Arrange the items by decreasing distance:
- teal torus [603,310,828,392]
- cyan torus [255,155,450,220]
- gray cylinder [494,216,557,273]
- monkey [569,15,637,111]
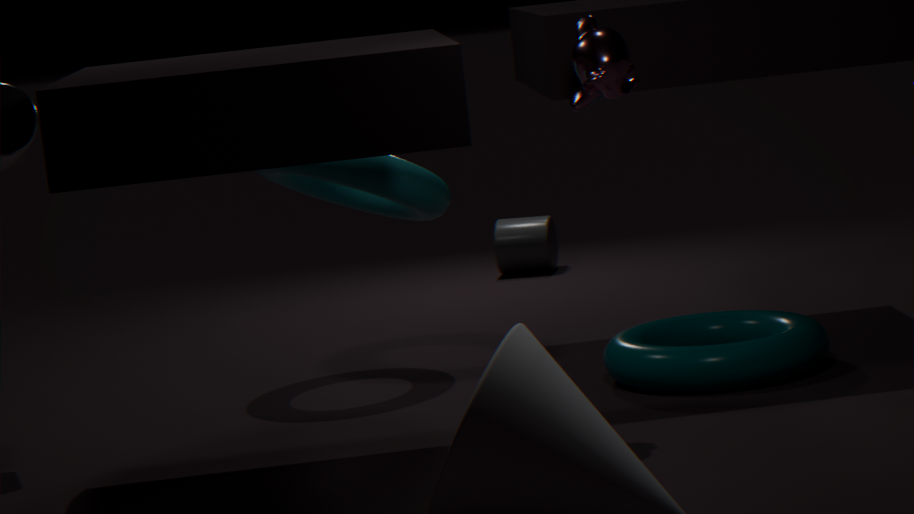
gray cylinder [494,216,557,273], cyan torus [255,155,450,220], teal torus [603,310,828,392], monkey [569,15,637,111]
